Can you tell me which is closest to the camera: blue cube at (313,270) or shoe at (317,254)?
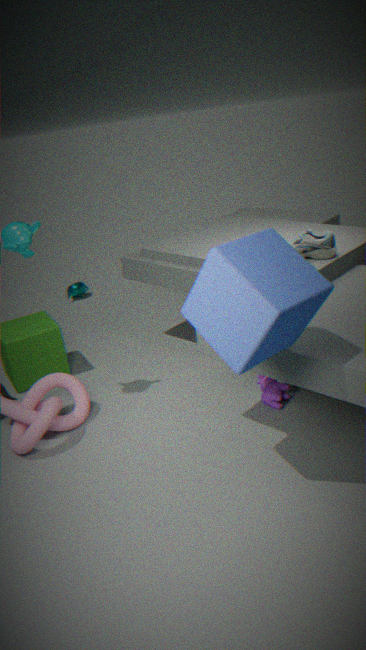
blue cube at (313,270)
